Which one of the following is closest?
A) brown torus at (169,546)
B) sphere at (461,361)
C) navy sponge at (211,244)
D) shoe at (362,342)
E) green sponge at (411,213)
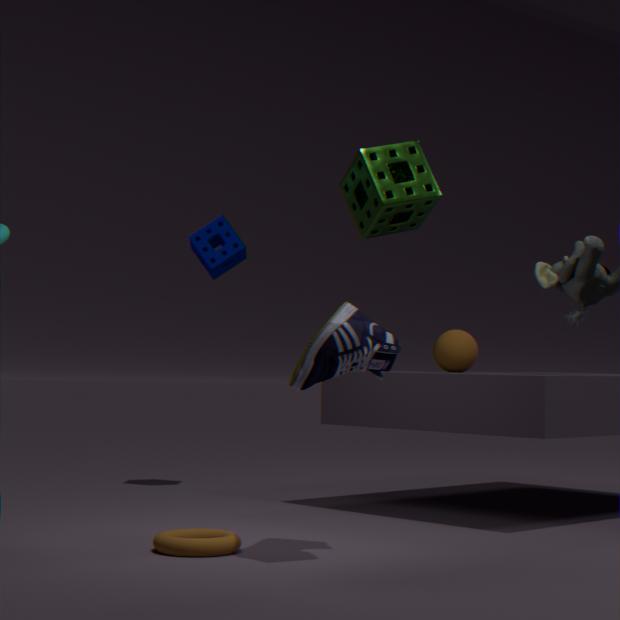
green sponge at (411,213)
